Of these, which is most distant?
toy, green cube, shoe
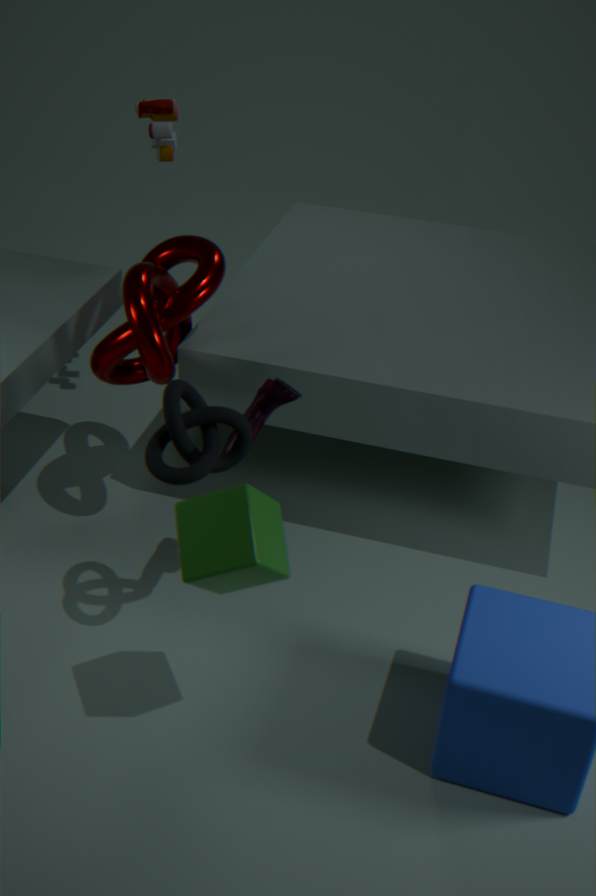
toy
